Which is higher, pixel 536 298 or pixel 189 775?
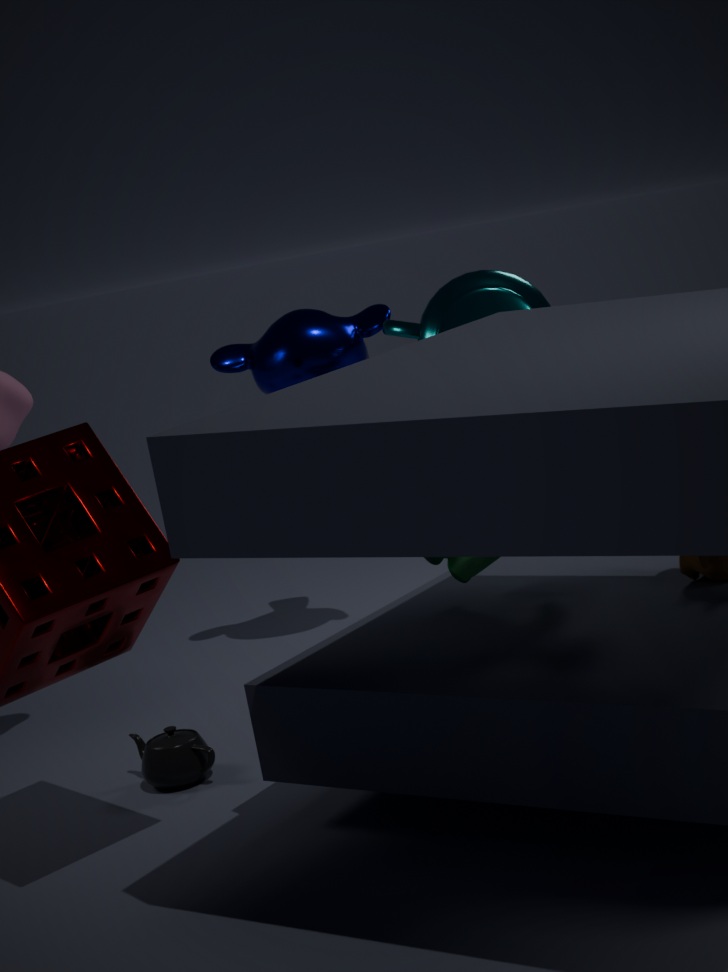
pixel 536 298
